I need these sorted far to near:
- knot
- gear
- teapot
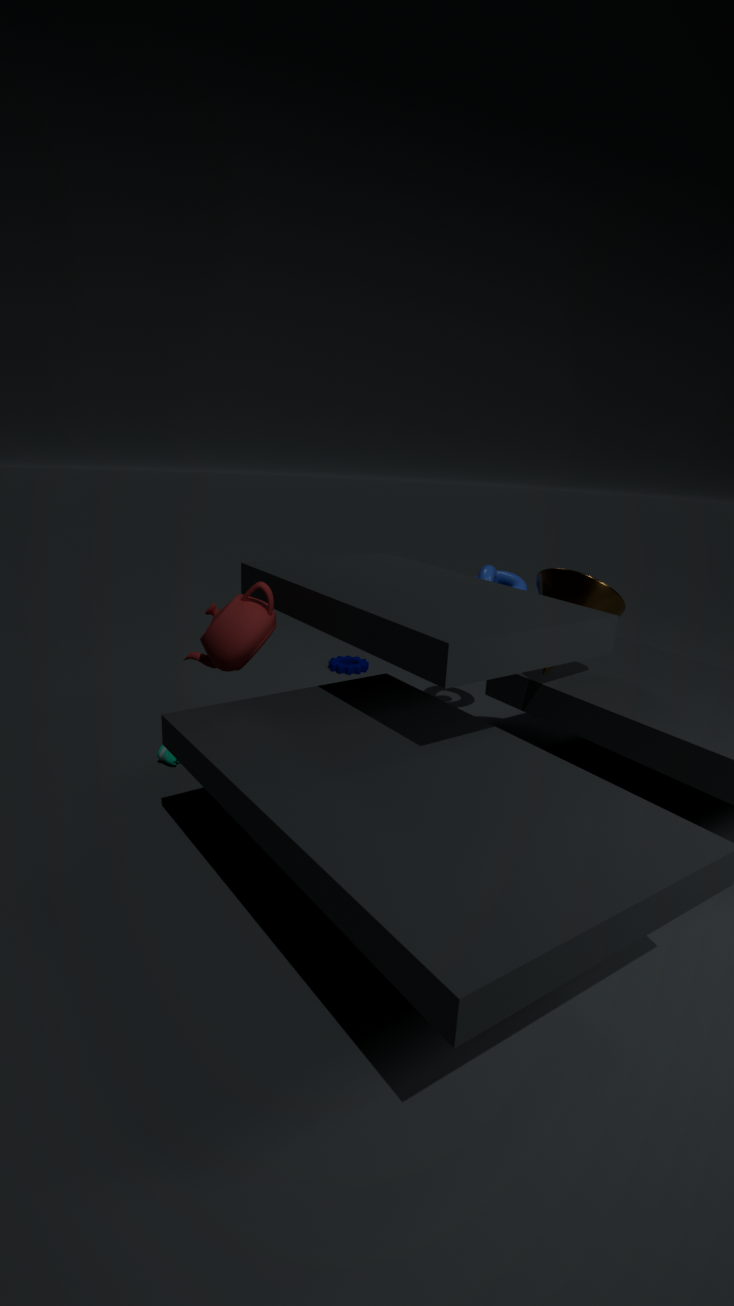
gear < knot < teapot
